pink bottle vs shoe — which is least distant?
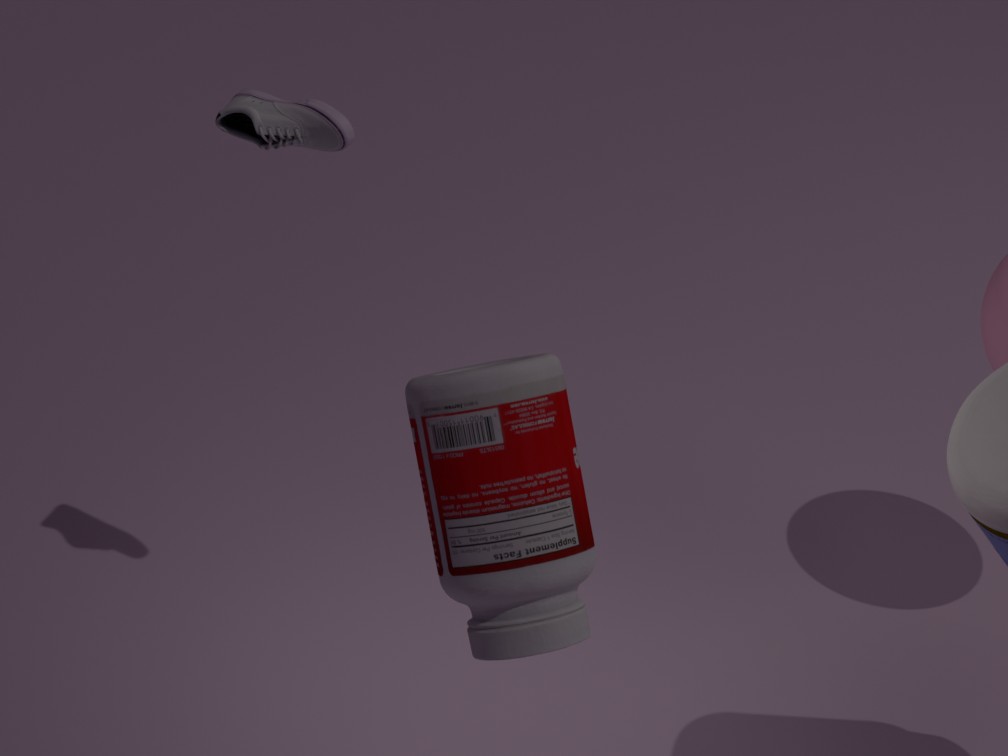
pink bottle
